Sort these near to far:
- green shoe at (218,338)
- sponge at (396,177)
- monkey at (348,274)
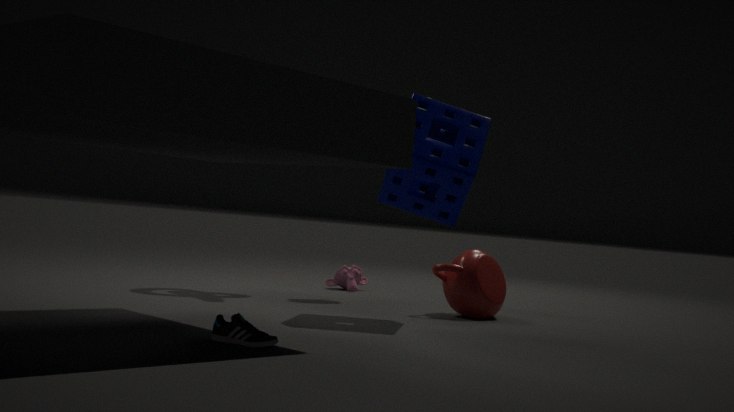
1. green shoe at (218,338)
2. sponge at (396,177)
3. monkey at (348,274)
